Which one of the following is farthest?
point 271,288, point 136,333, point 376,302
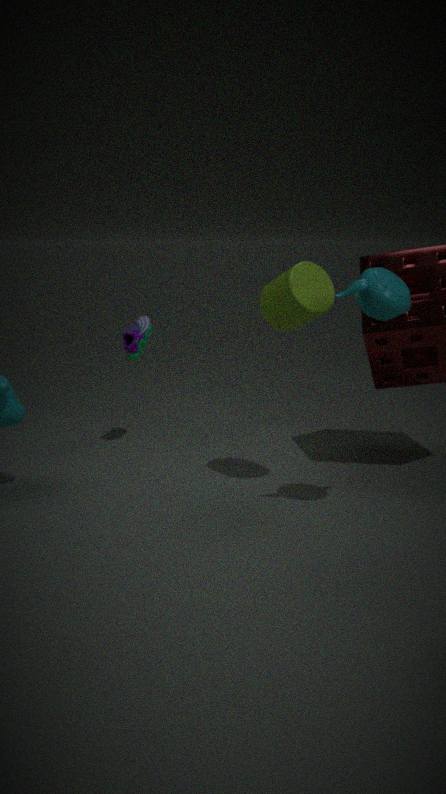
point 136,333
